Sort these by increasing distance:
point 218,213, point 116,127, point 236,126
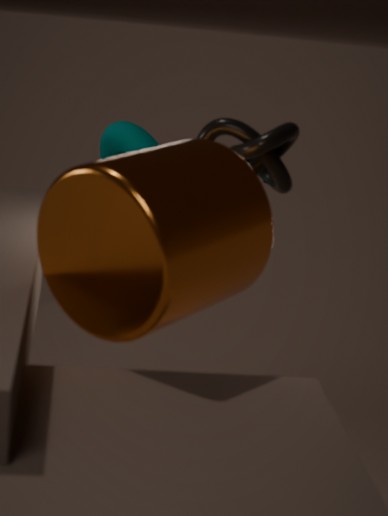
point 218,213 < point 236,126 < point 116,127
